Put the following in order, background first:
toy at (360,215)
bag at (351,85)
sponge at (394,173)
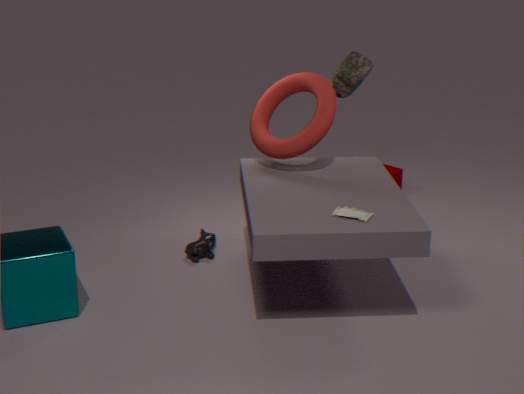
sponge at (394,173) → bag at (351,85) → toy at (360,215)
